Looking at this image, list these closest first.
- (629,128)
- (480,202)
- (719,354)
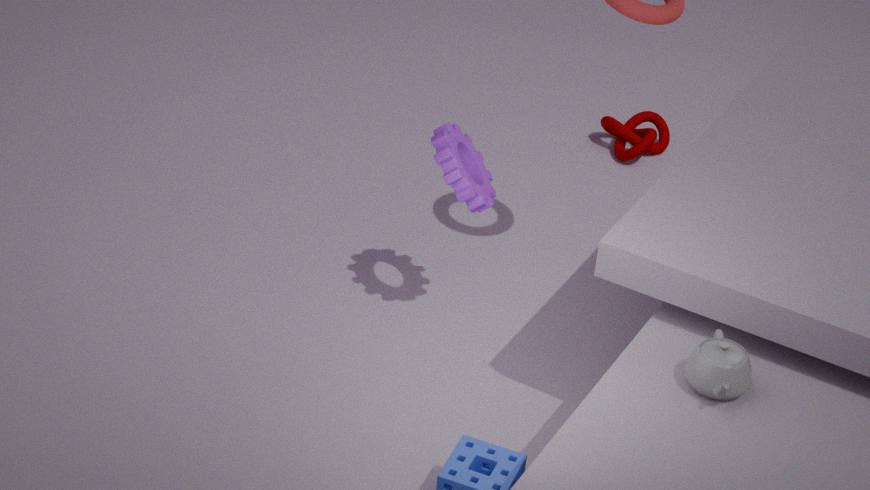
(719,354) → (480,202) → (629,128)
